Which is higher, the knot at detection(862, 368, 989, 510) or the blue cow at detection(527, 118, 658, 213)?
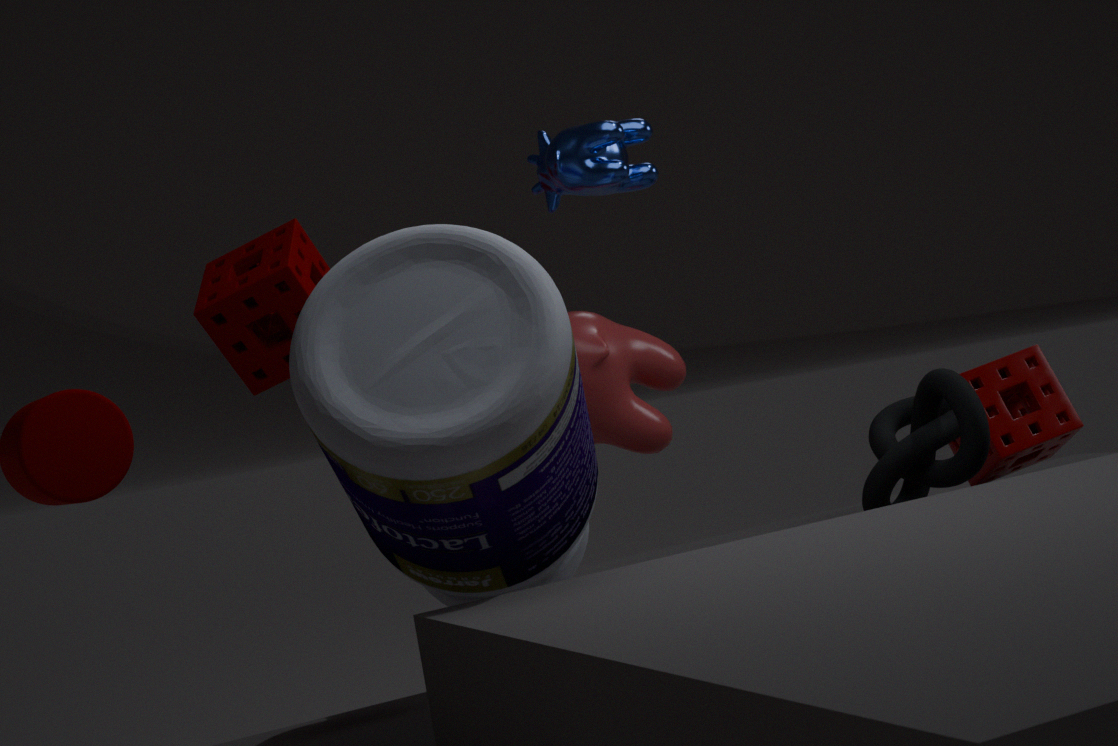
the blue cow at detection(527, 118, 658, 213)
